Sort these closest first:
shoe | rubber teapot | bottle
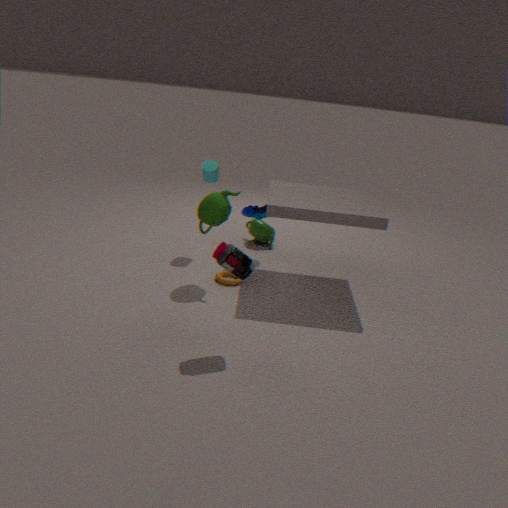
→ bottle, rubber teapot, shoe
